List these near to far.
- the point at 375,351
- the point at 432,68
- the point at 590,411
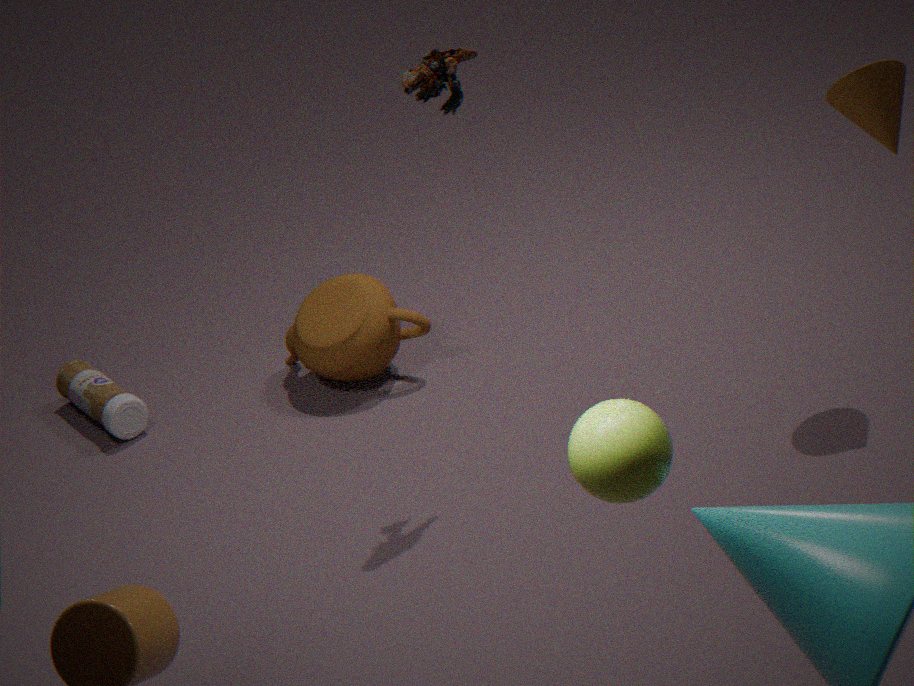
the point at 590,411
the point at 432,68
the point at 375,351
